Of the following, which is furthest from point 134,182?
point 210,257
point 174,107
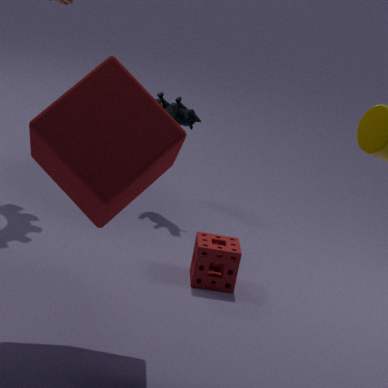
point 174,107
